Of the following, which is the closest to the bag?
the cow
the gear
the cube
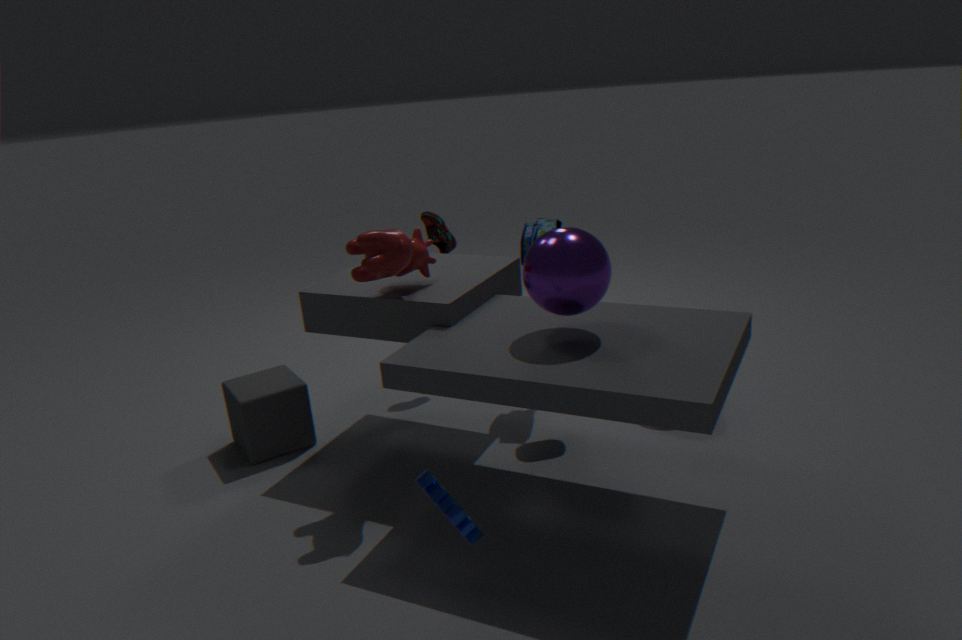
the cow
